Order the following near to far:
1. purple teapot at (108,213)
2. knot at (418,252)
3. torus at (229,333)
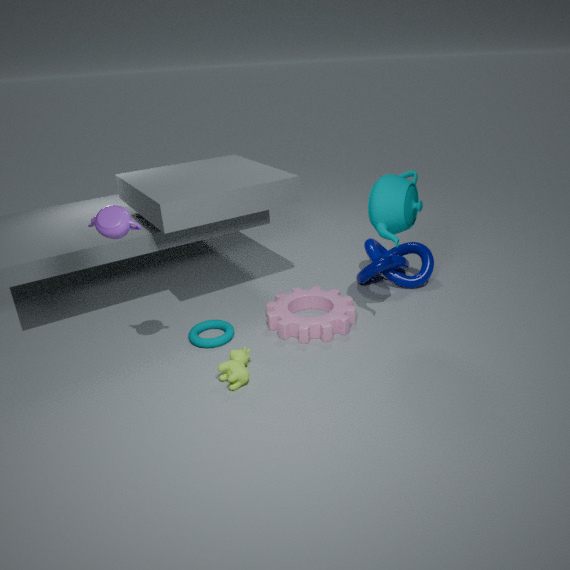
purple teapot at (108,213) < torus at (229,333) < knot at (418,252)
